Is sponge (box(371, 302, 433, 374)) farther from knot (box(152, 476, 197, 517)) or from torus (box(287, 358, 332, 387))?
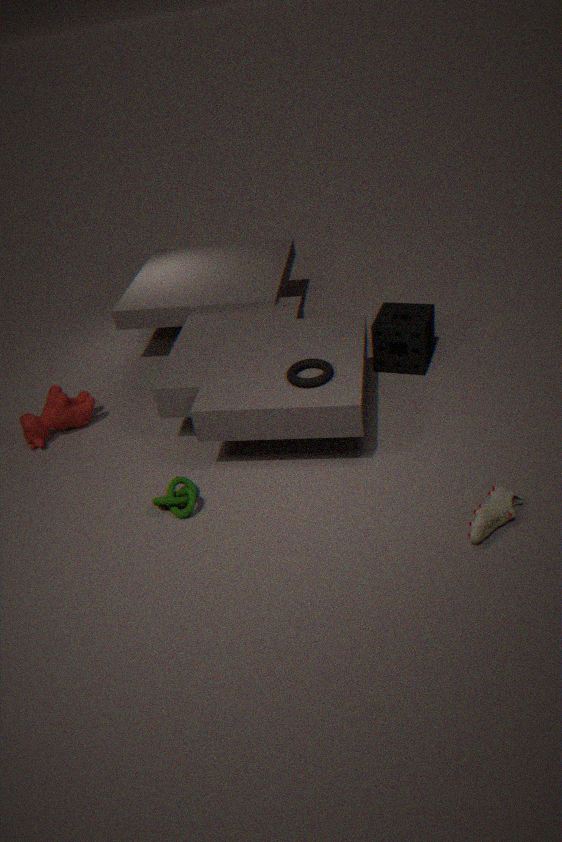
knot (box(152, 476, 197, 517))
